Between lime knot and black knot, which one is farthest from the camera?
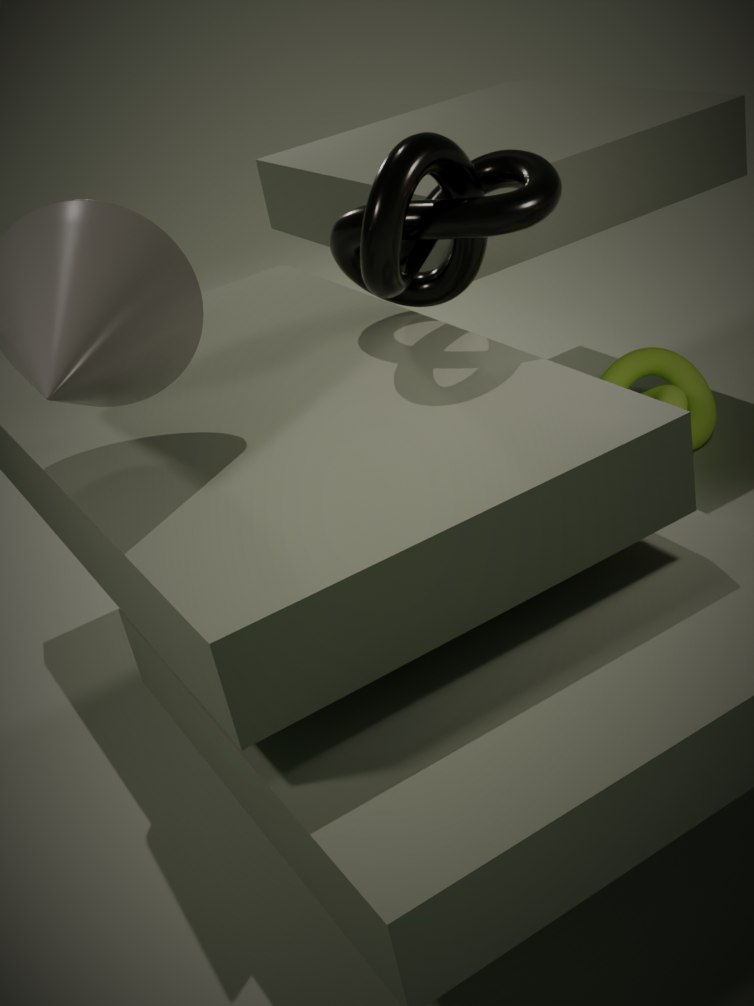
lime knot
